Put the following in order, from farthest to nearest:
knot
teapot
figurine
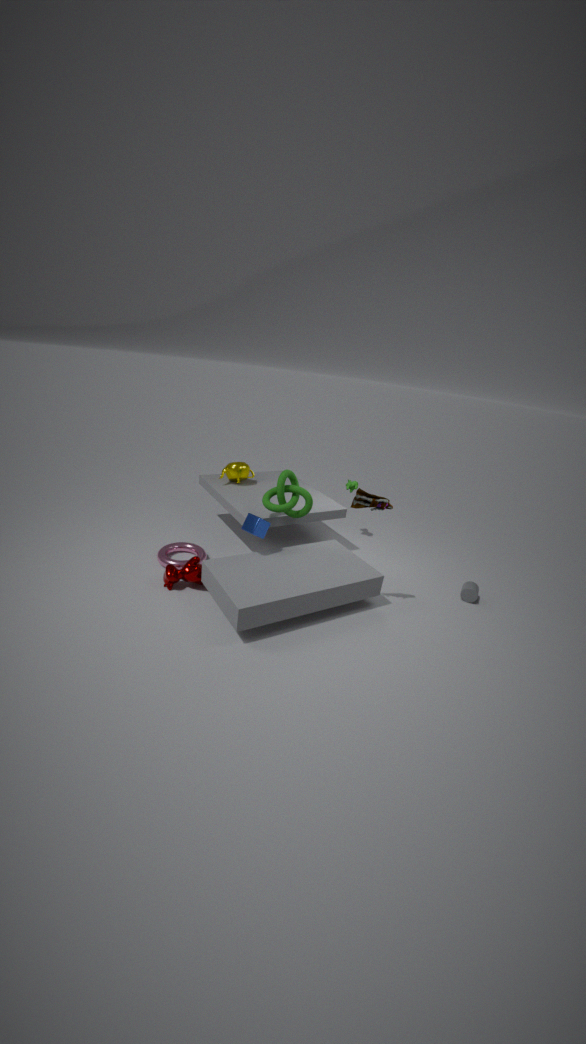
teapot, knot, figurine
